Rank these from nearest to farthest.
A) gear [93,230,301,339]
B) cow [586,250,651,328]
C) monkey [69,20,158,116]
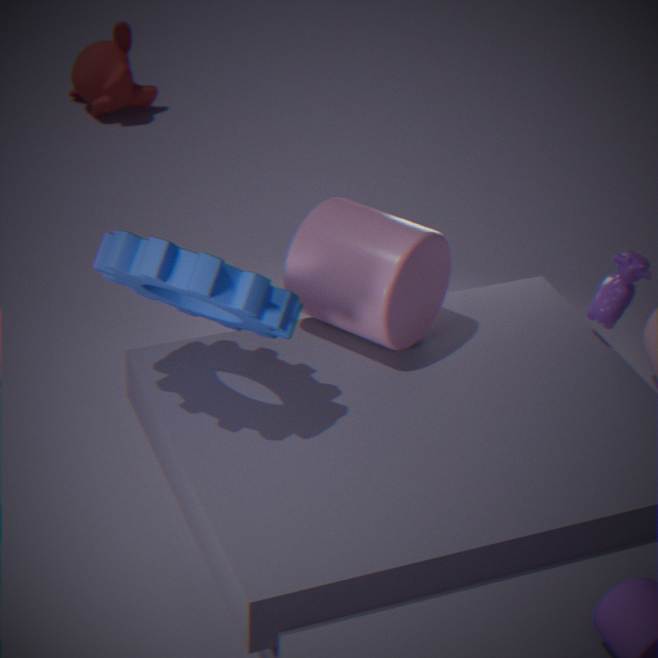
gear [93,230,301,339] → cow [586,250,651,328] → monkey [69,20,158,116]
